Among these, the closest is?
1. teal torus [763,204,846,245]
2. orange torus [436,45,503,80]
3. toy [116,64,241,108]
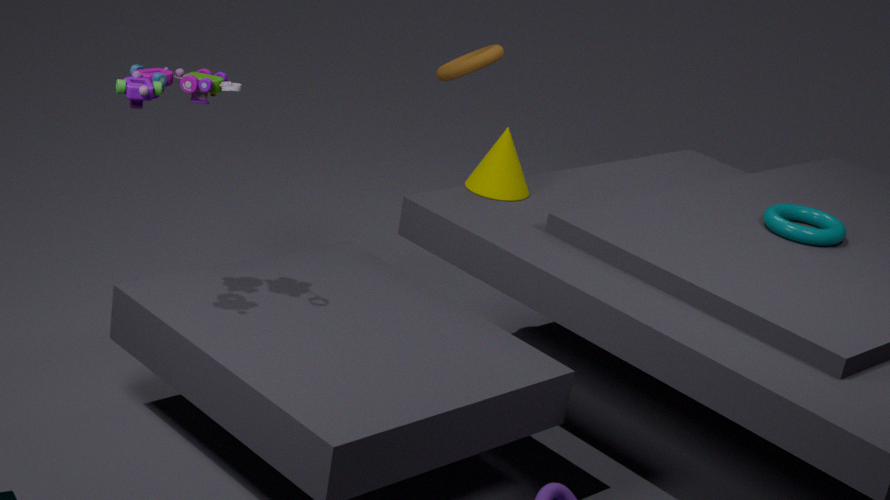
toy [116,64,241,108]
